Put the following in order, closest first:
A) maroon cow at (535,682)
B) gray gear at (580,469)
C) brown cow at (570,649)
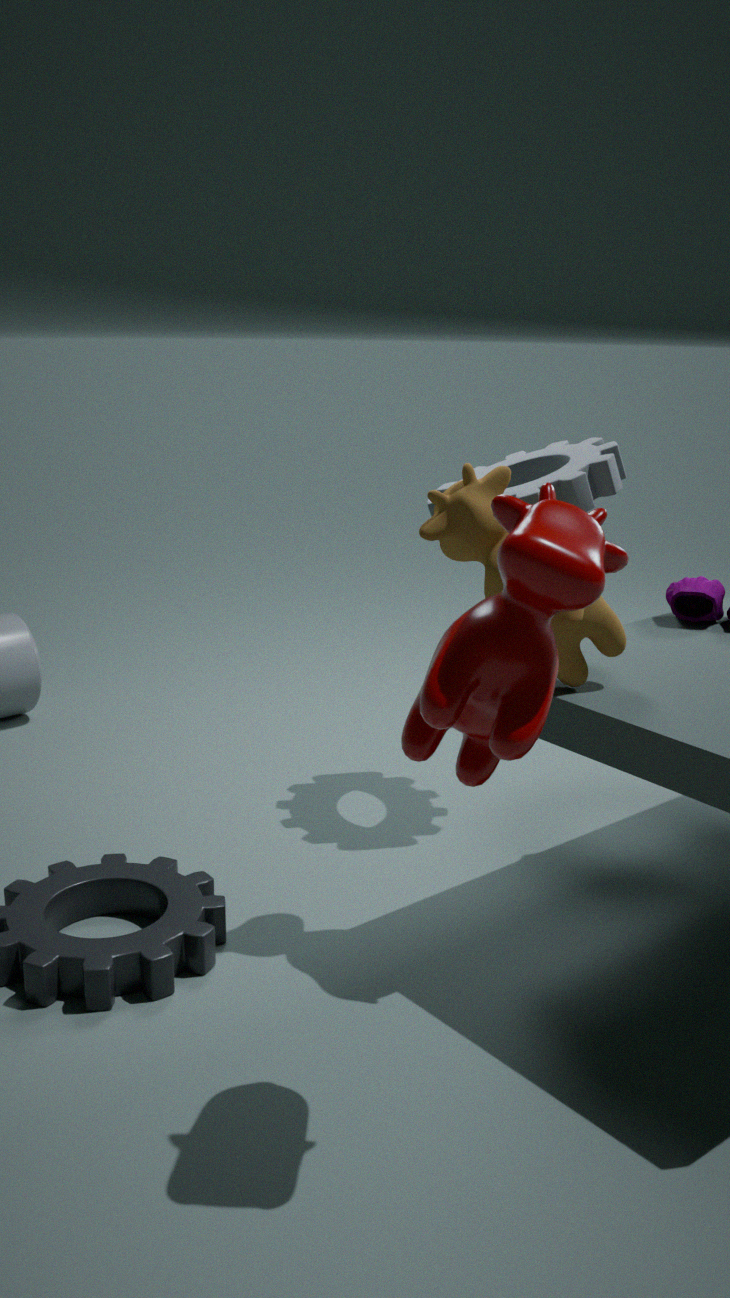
maroon cow at (535,682) < brown cow at (570,649) < gray gear at (580,469)
